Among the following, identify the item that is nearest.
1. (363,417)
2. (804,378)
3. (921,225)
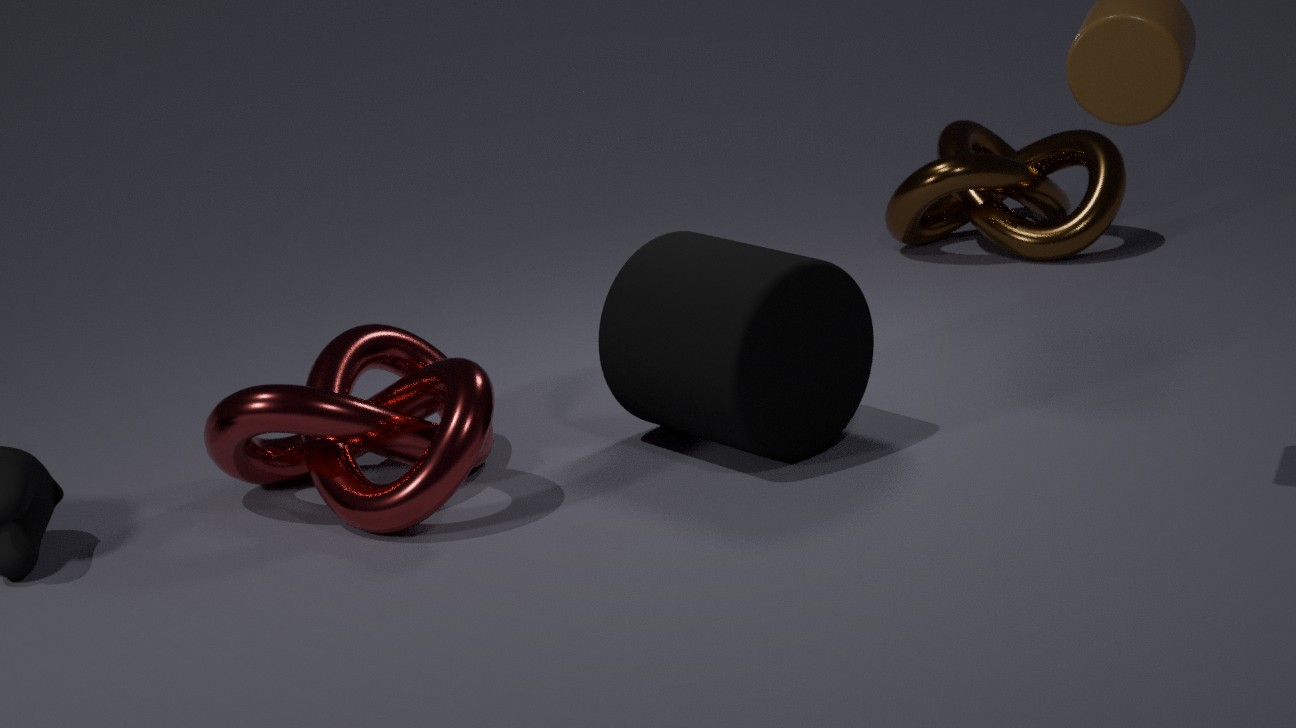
(363,417)
